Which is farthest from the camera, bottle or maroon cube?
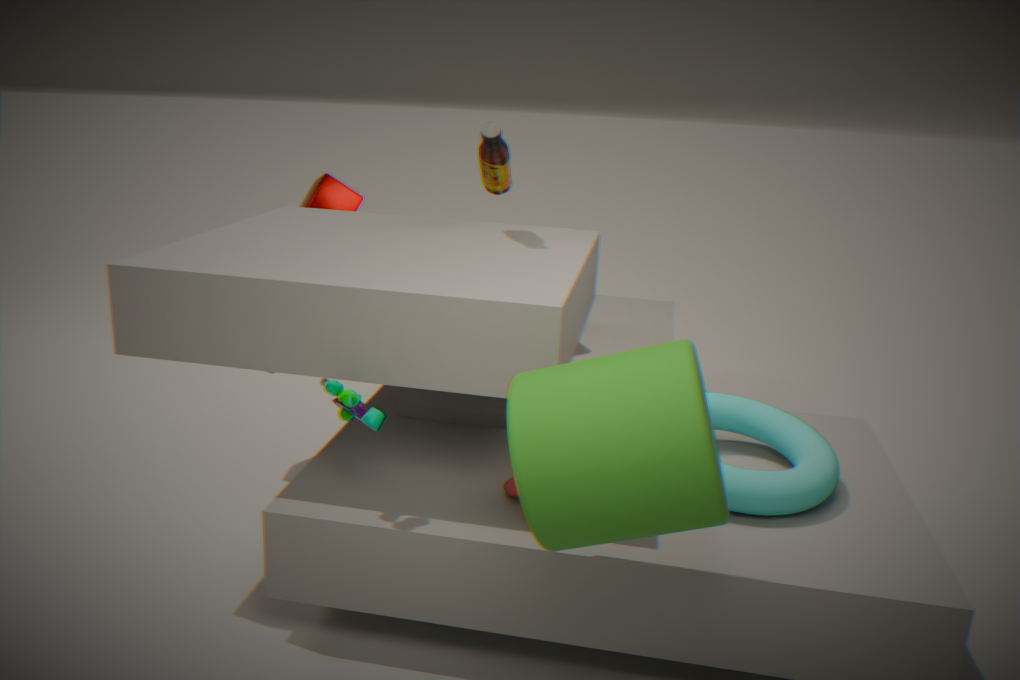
maroon cube
